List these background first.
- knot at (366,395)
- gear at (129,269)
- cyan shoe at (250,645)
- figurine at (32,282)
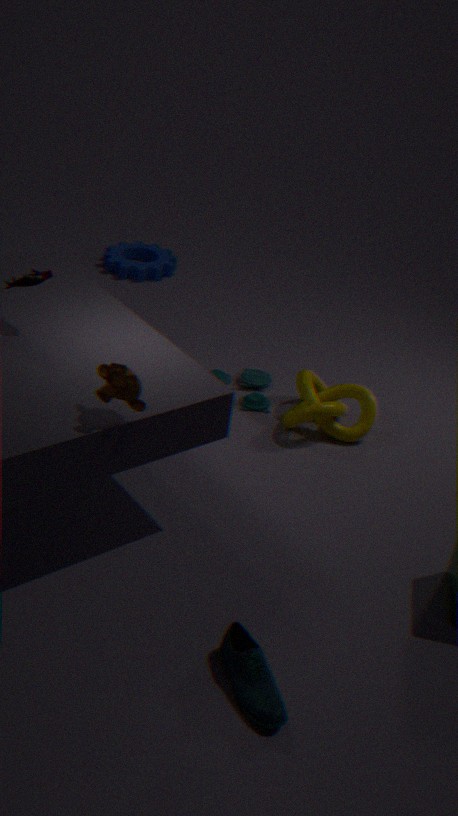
1. gear at (129,269)
2. knot at (366,395)
3. figurine at (32,282)
4. cyan shoe at (250,645)
